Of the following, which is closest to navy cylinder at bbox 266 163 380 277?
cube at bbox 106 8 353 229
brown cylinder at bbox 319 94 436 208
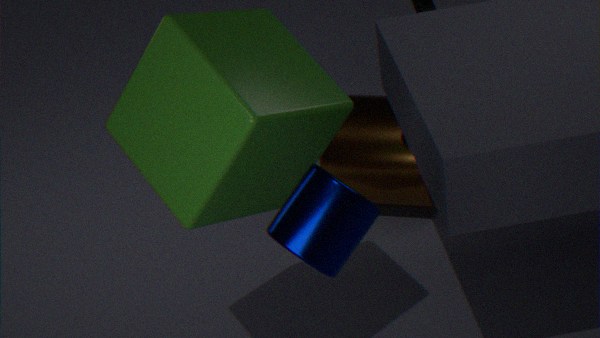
cube at bbox 106 8 353 229
